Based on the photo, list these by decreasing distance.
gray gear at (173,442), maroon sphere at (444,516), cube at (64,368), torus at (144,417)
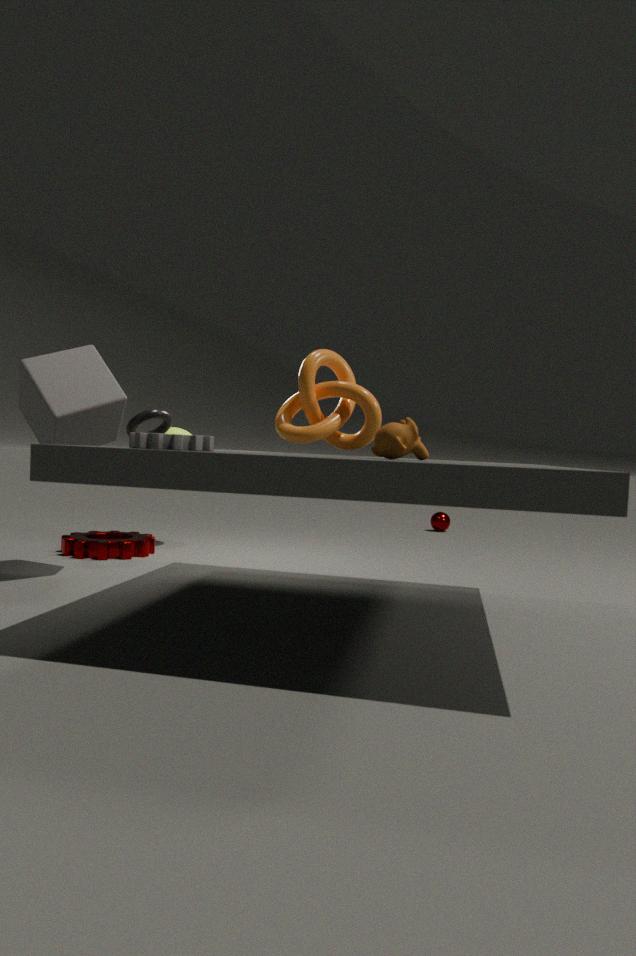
maroon sphere at (444,516) < torus at (144,417) < cube at (64,368) < gray gear at (173,442)
